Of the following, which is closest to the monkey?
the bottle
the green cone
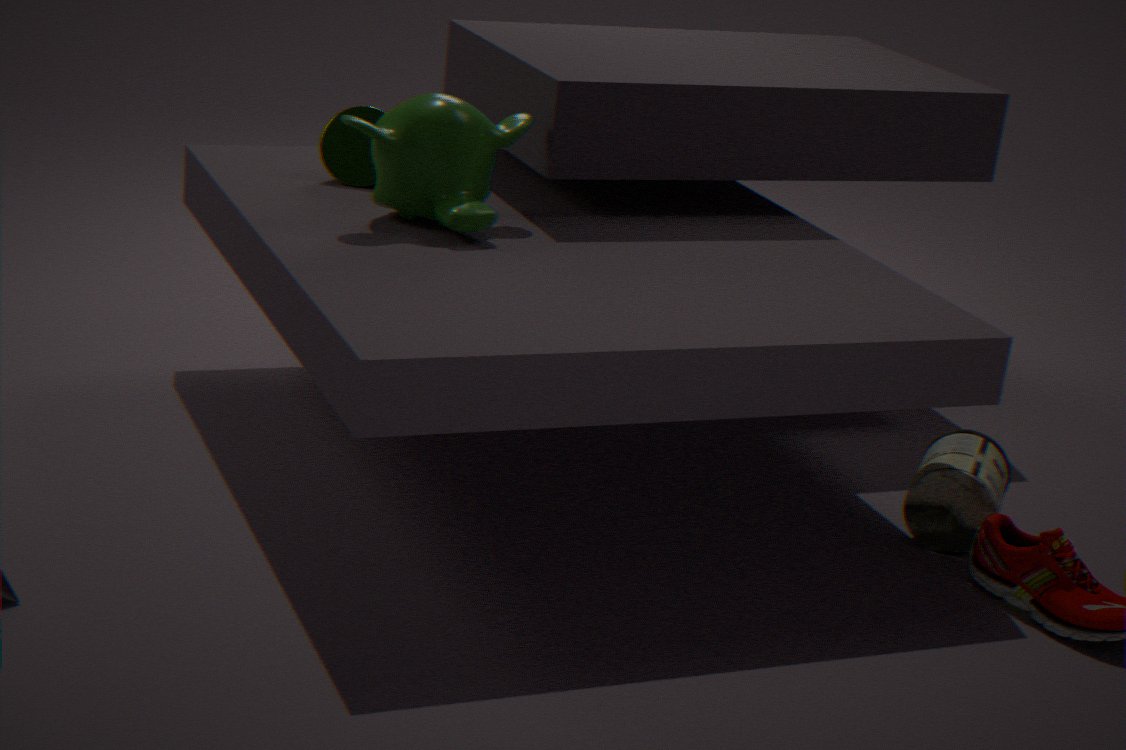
the green cone
